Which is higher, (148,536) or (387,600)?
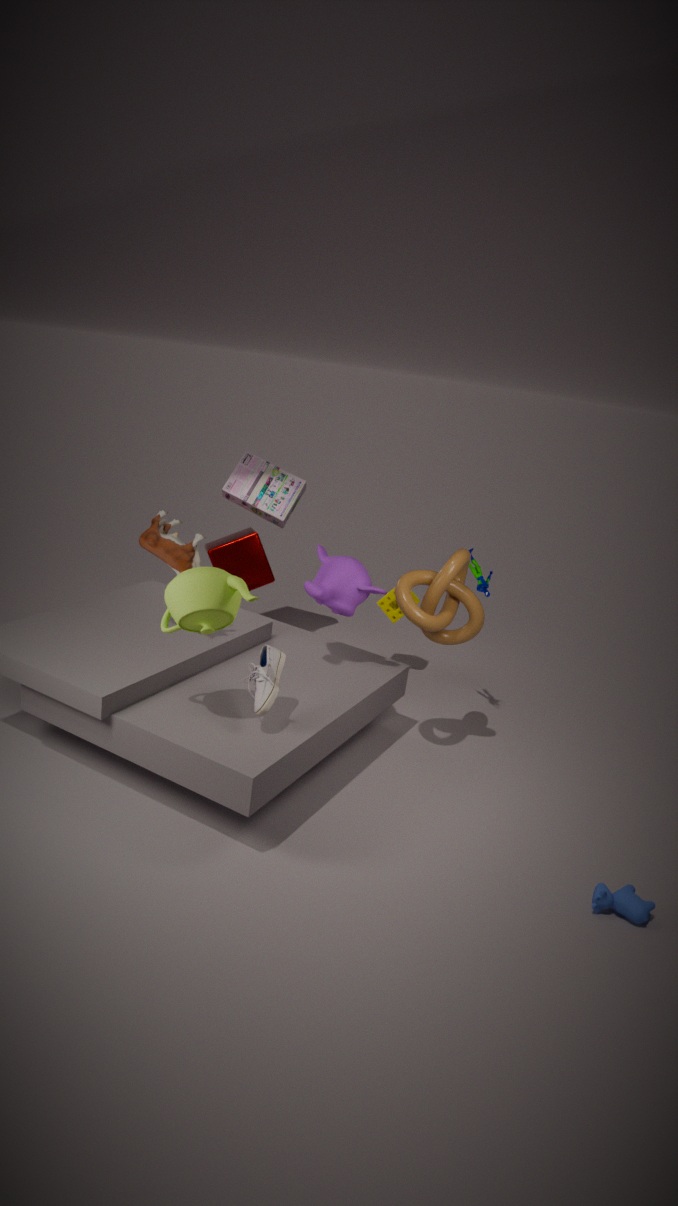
(148,536)
